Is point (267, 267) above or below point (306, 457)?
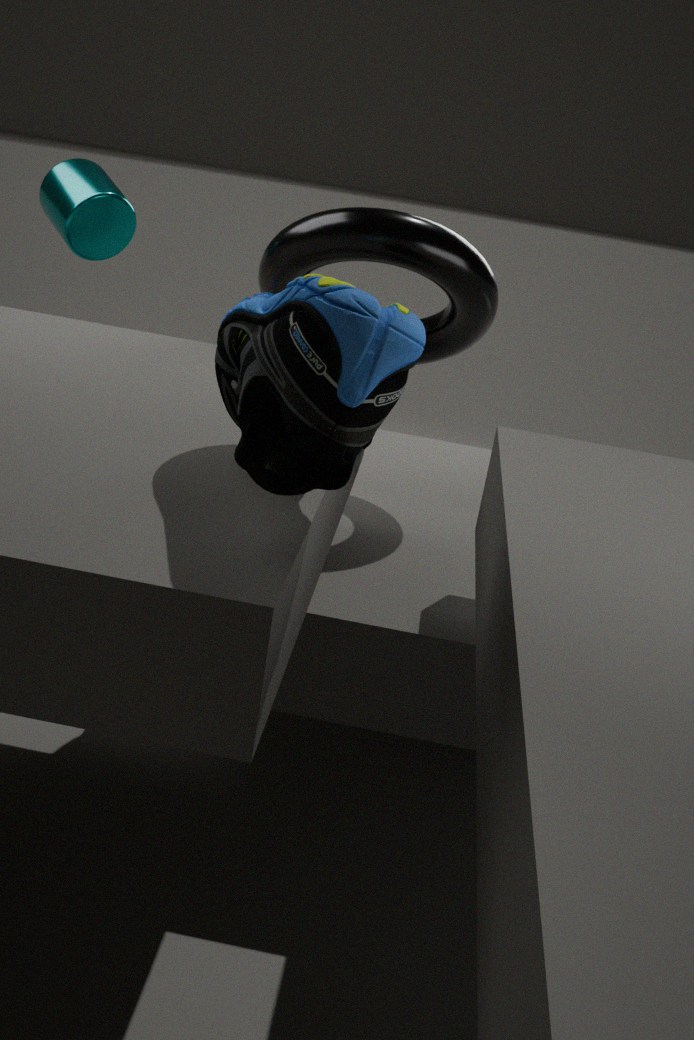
below
